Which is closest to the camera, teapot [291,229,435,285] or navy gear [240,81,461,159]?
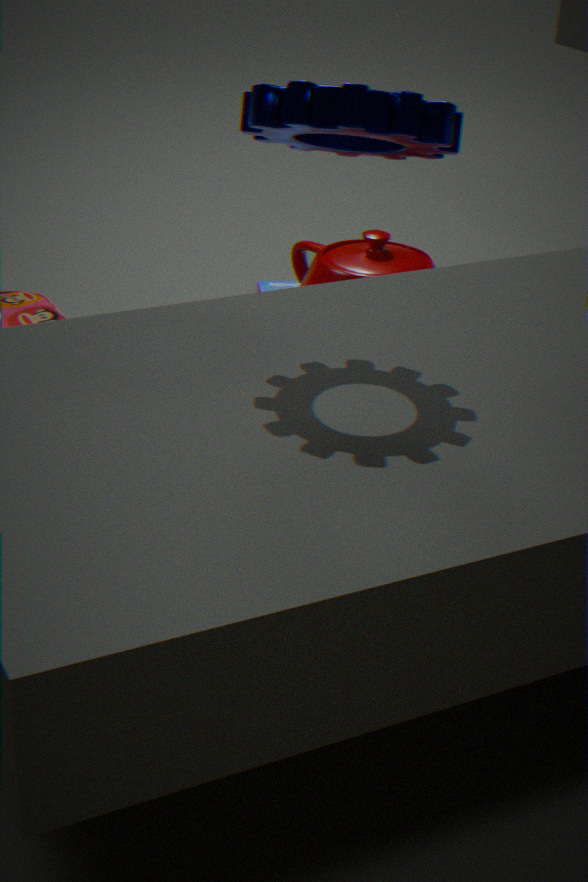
navy gear [240,81,461,159]
